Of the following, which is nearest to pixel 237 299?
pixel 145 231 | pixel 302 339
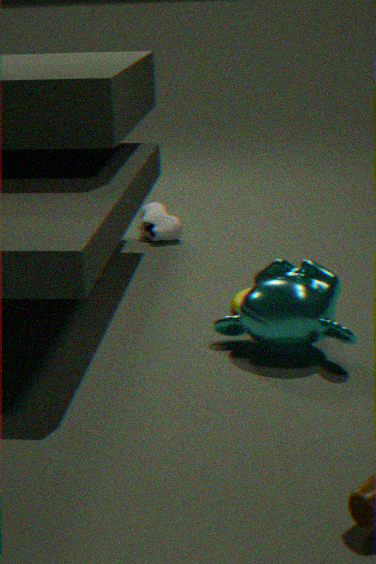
pixel 302 339
